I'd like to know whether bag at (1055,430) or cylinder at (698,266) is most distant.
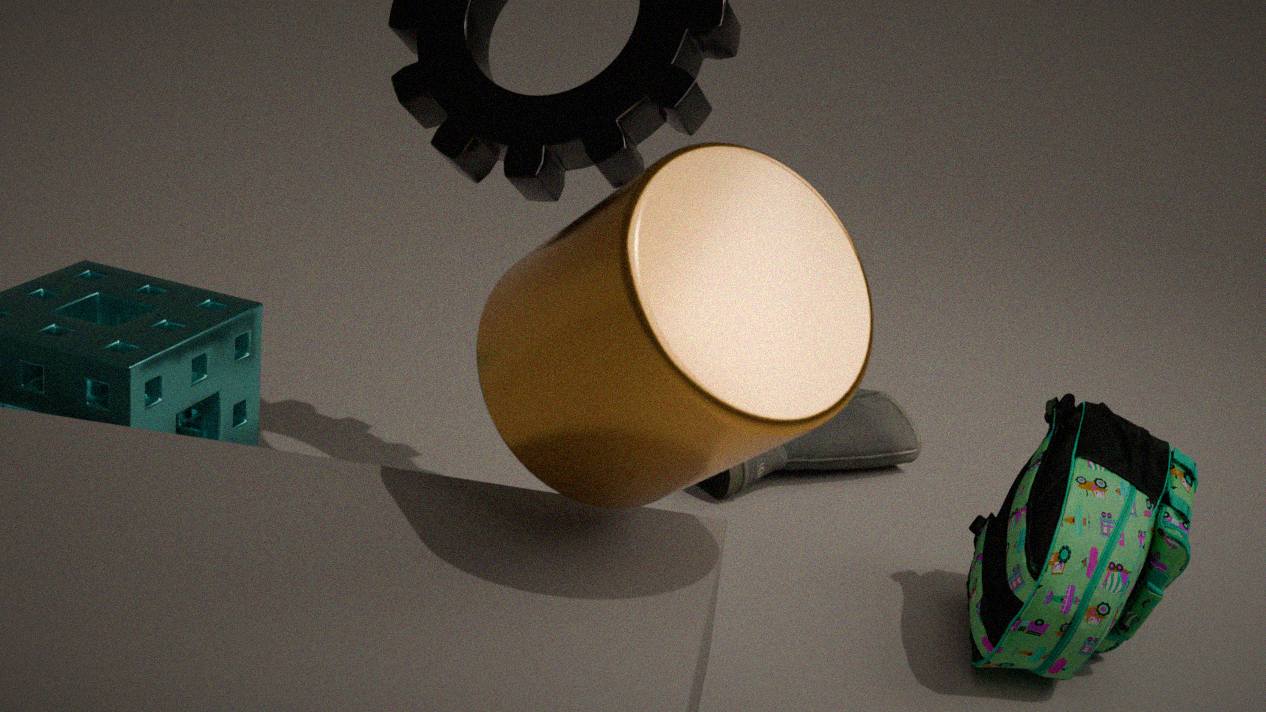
bag at (1055,430)
